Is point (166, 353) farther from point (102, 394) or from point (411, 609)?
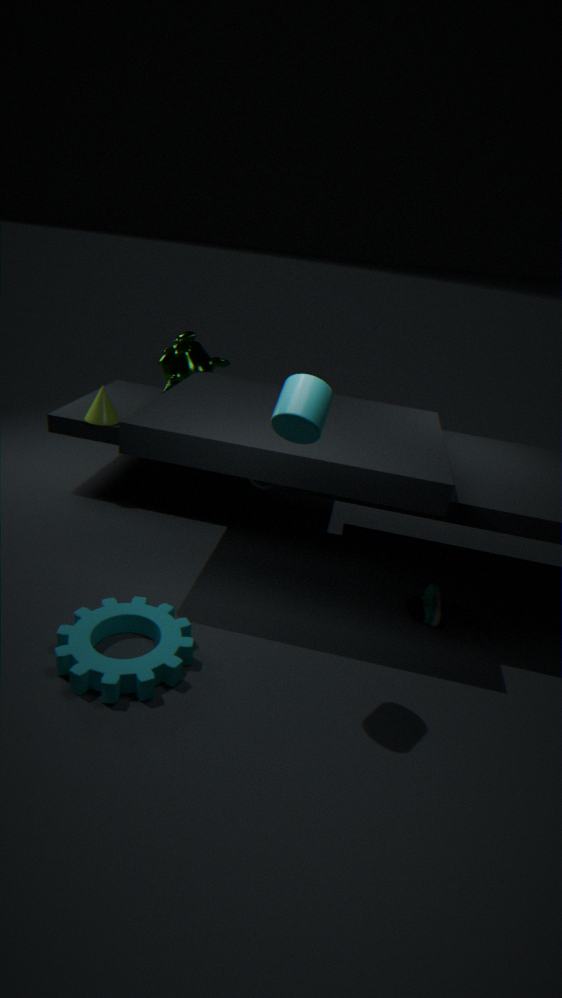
point (411, 609)
